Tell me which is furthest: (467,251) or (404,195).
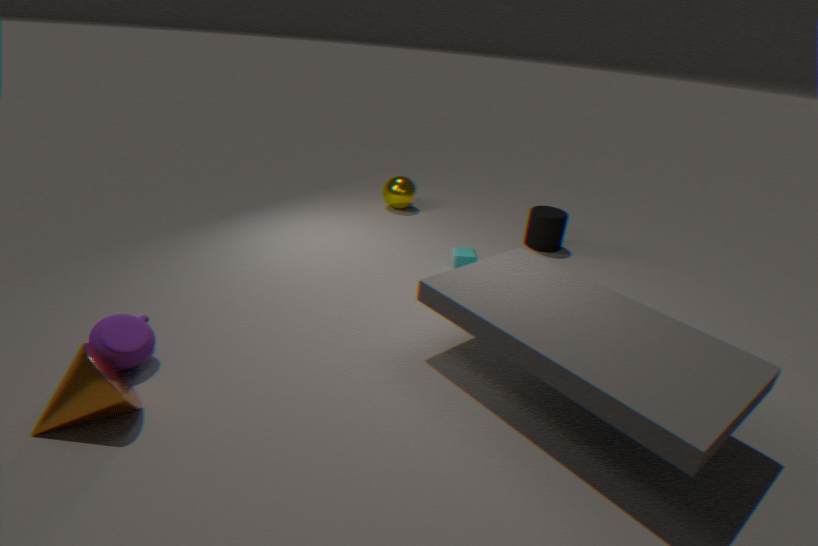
(404,195)
